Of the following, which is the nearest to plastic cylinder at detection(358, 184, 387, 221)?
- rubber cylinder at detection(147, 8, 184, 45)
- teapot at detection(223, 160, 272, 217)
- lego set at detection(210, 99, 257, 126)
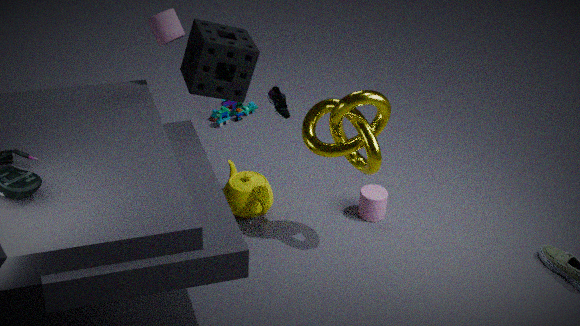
teapot at detection(223, 160, 272, 217)
